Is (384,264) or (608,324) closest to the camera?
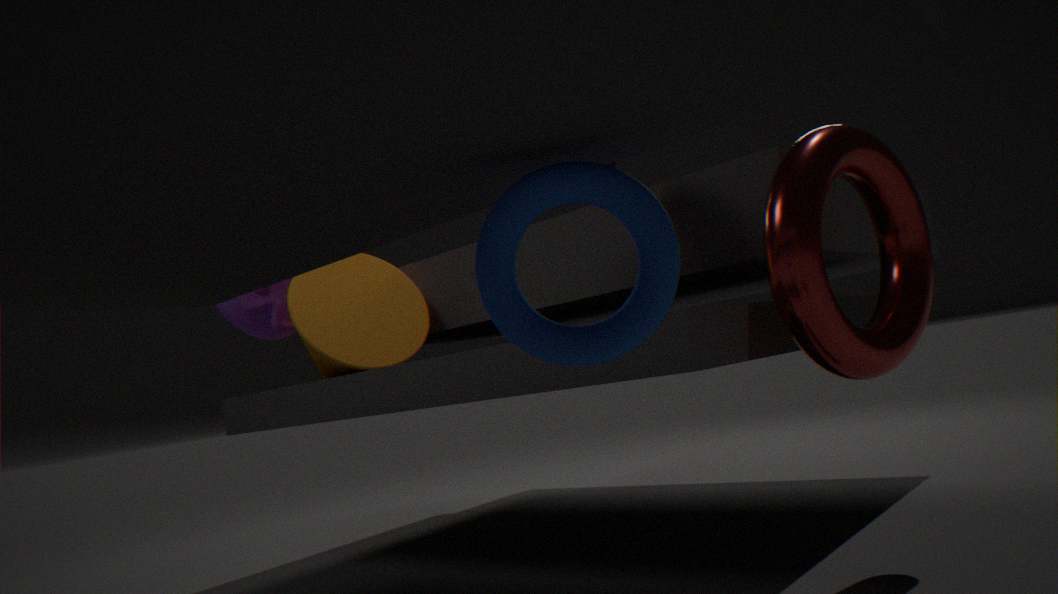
(608,324)
